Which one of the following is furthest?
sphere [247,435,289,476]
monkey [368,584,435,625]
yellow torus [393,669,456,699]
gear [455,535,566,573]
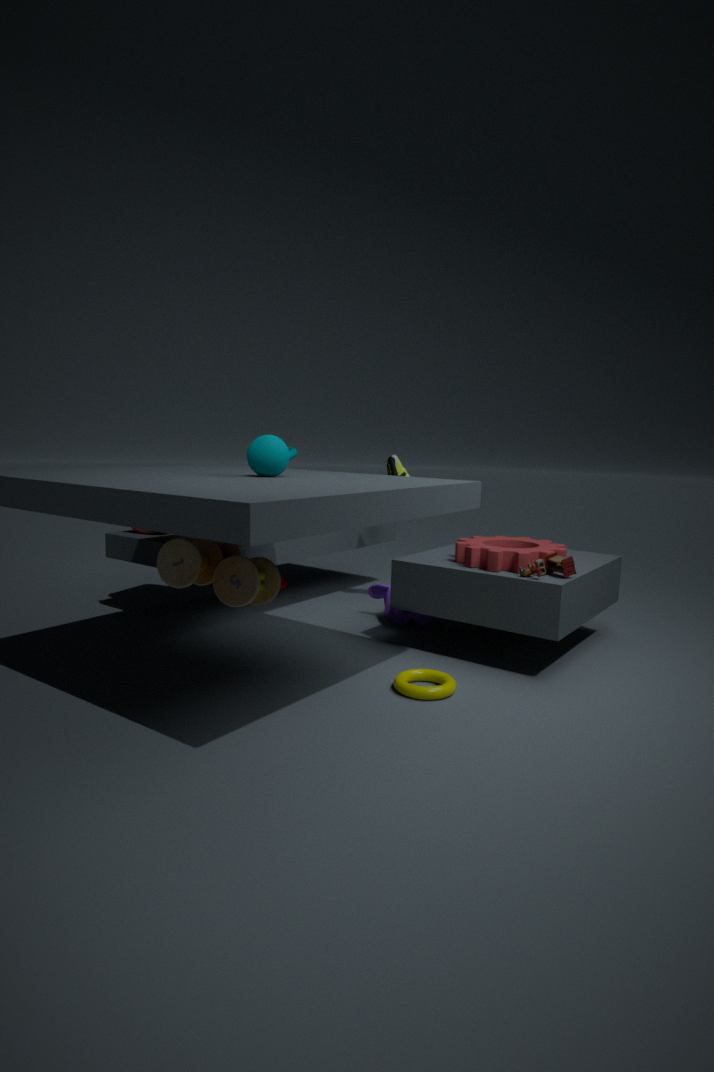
monkey [368,584,435,625]
